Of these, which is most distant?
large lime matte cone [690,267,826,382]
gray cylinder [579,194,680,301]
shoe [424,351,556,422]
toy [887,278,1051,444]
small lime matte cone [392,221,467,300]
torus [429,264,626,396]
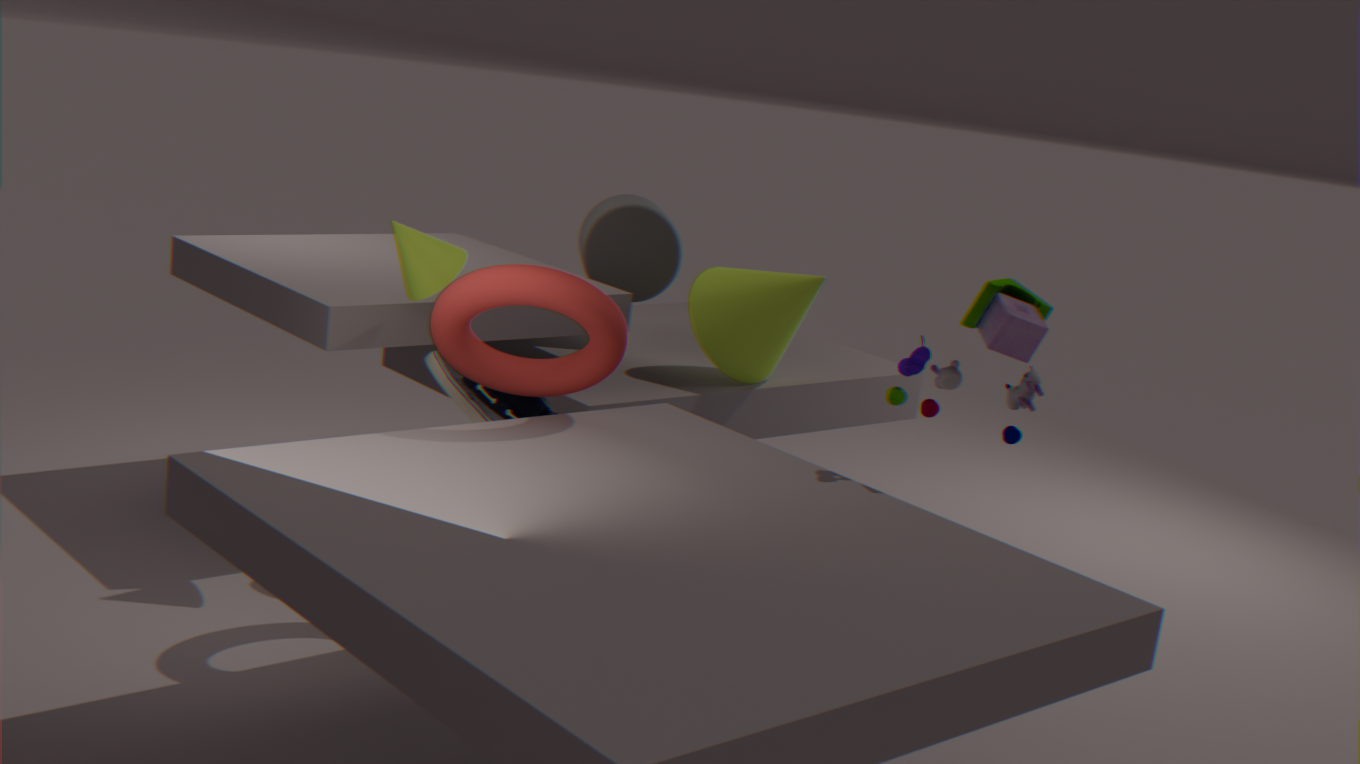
gray cylinder [579,194,680,301]
